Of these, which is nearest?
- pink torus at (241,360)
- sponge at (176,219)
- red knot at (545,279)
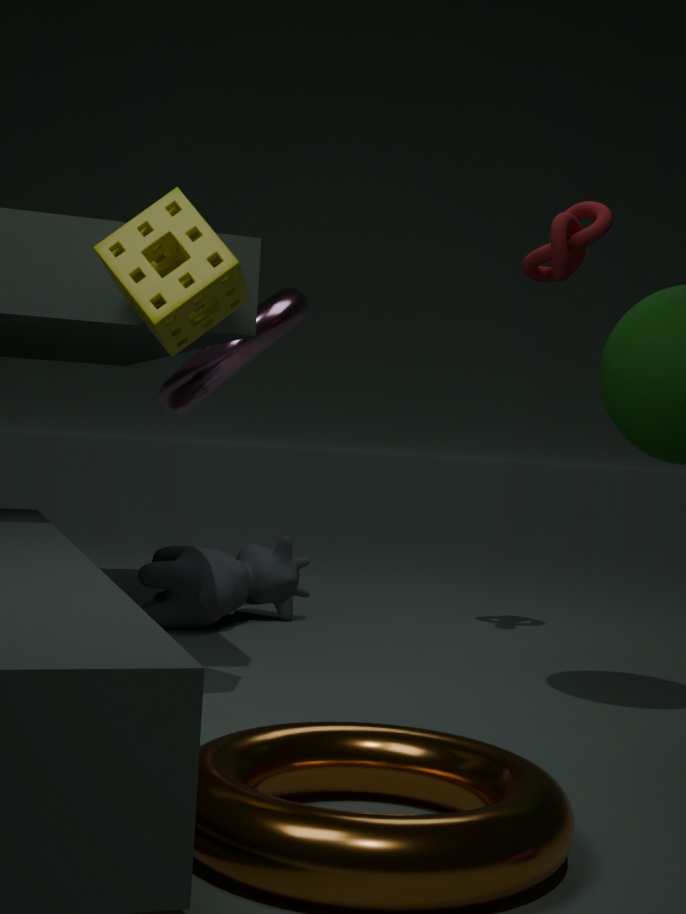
sponge at (176,219)
